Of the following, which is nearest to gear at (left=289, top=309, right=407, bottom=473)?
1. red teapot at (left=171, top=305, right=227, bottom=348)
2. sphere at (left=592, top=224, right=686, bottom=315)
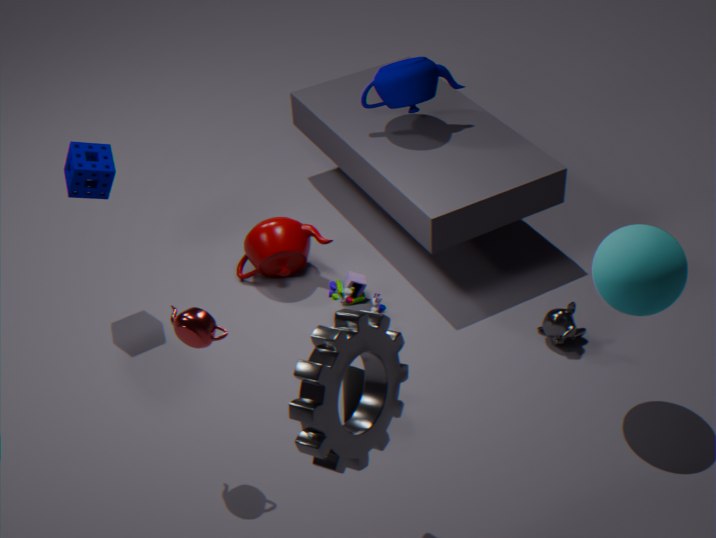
red teapot at (left=171, top=305, right=227, bottom=348)
